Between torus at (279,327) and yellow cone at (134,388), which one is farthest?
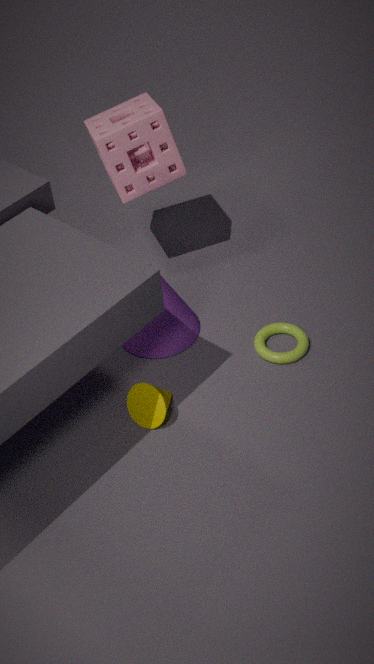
torus at (279,327)
